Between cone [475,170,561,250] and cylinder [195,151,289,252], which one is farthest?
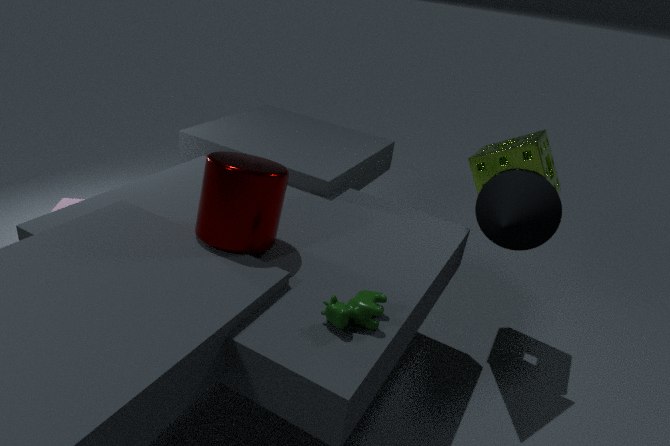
cone [475,170,561,250]
